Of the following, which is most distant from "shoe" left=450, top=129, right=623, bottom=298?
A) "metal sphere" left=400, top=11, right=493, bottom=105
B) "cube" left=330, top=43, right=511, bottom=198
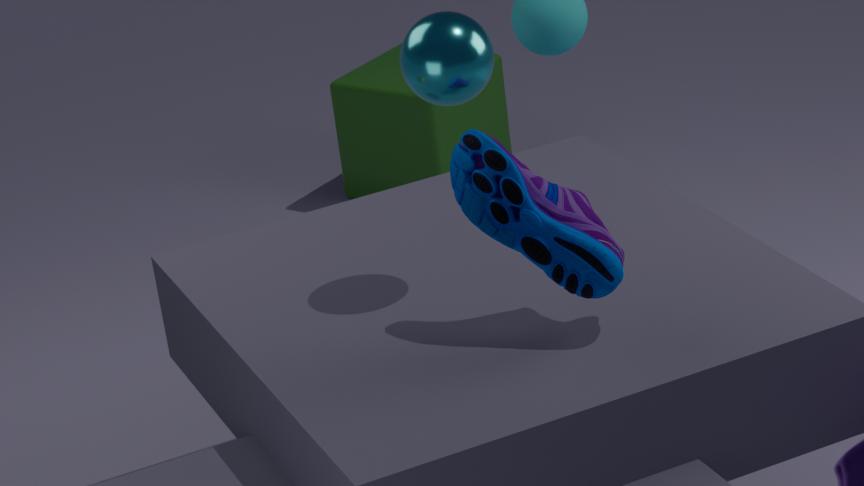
"cube" left=330, top=43, right=511, bottom=198
